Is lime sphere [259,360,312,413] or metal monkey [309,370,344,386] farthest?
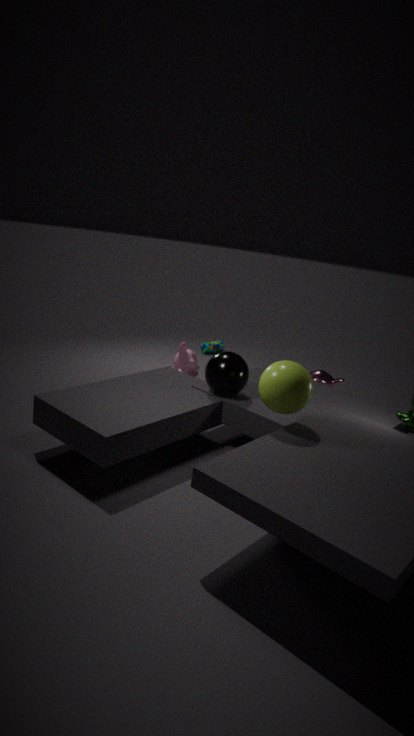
metal monkey [309,370,344,386]
